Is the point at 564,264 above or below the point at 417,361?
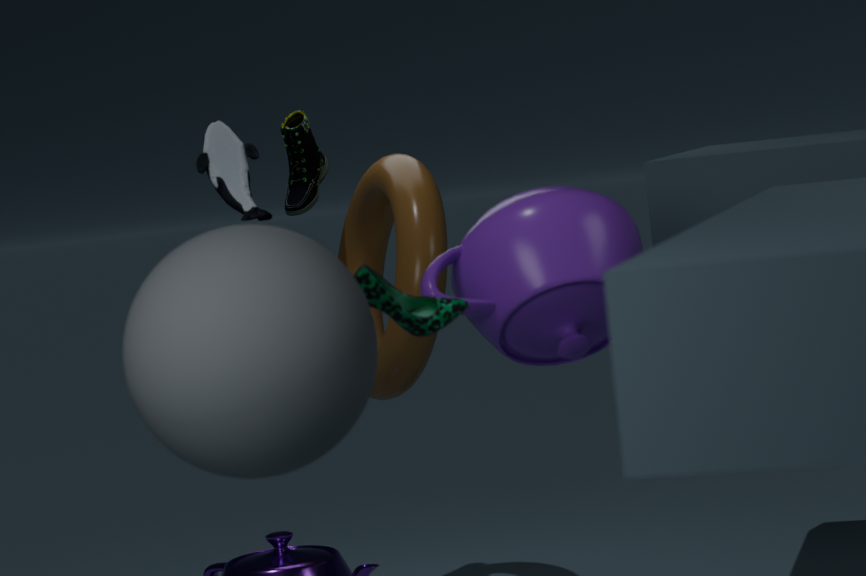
above
